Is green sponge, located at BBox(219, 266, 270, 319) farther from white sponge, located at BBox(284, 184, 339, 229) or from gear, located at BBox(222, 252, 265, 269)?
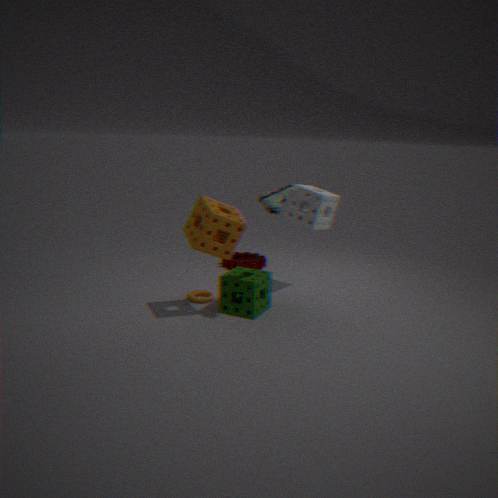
gear, located at BBox(222, 252, 265, 269)
